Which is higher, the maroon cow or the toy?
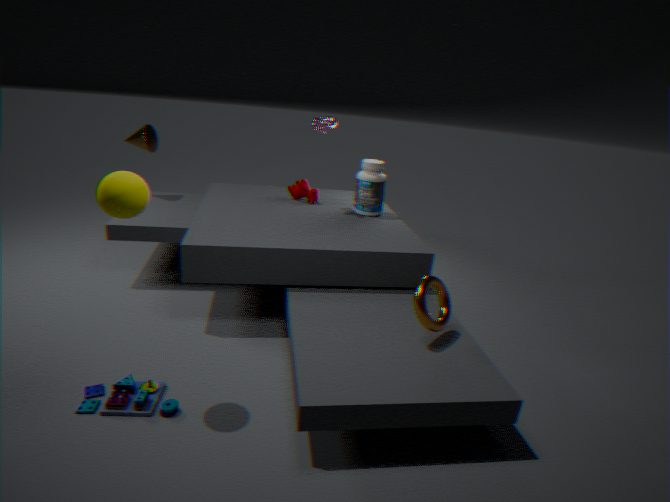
the maroon cow
